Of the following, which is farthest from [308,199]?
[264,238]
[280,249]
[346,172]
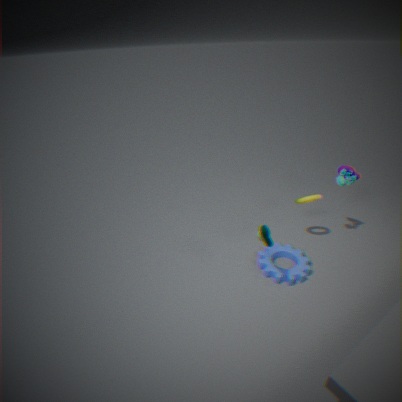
[264,238]
